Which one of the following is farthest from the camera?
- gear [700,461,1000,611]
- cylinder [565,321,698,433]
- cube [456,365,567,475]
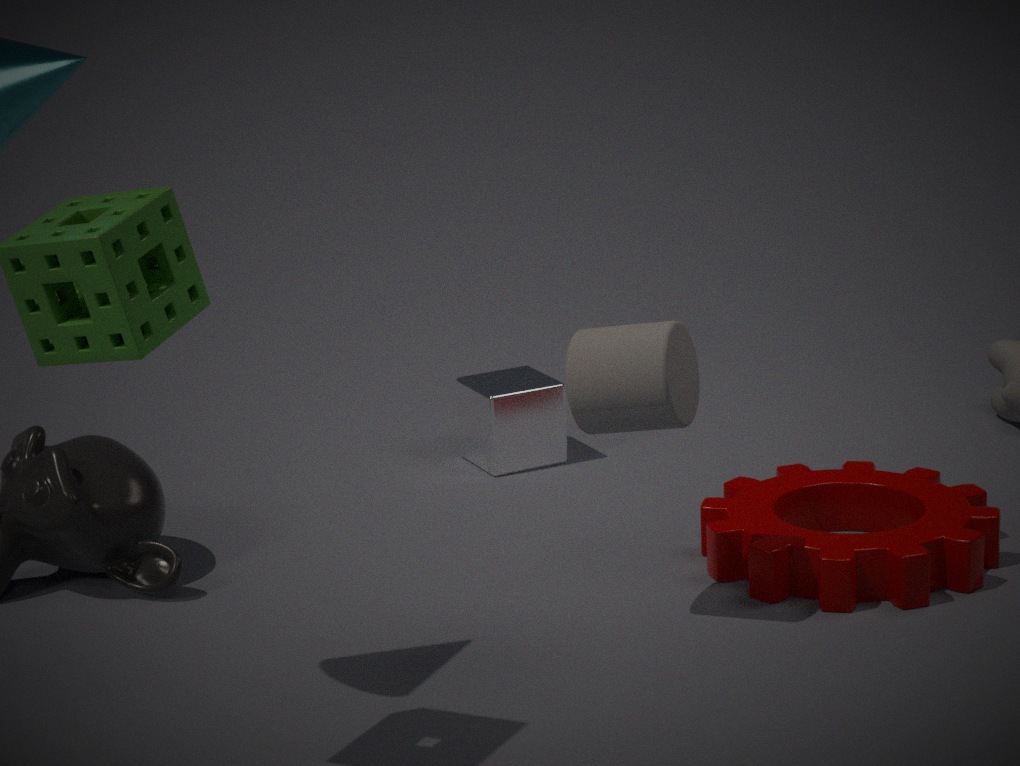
cube [456,365,567,475]
